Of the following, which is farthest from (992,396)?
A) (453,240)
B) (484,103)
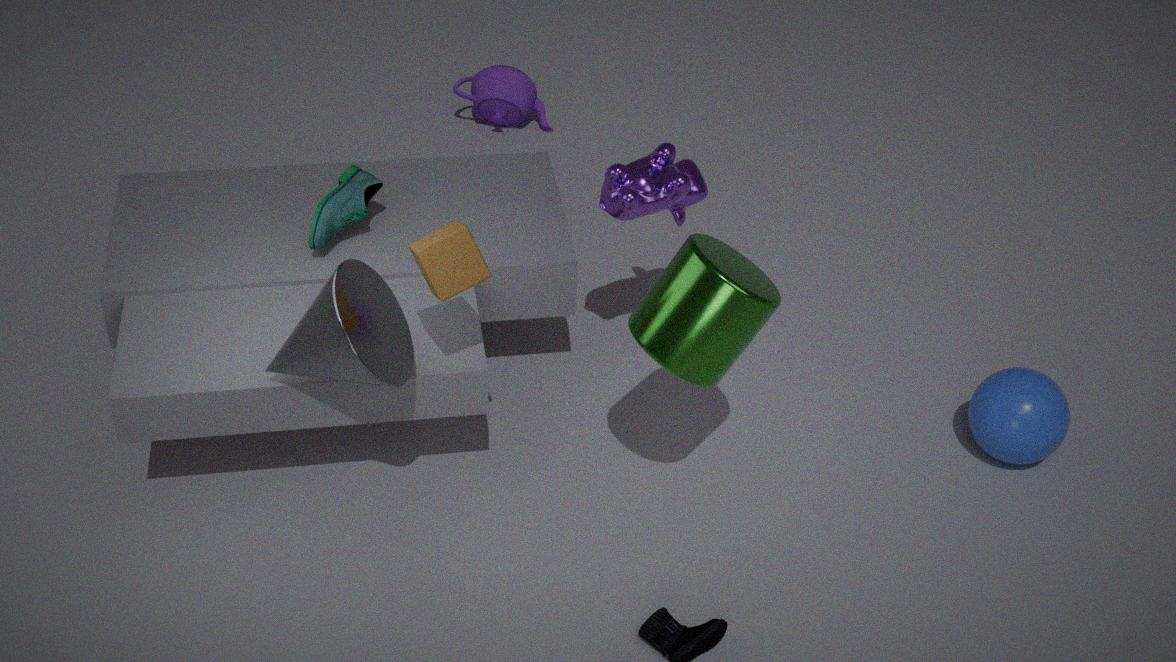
(484,103)
